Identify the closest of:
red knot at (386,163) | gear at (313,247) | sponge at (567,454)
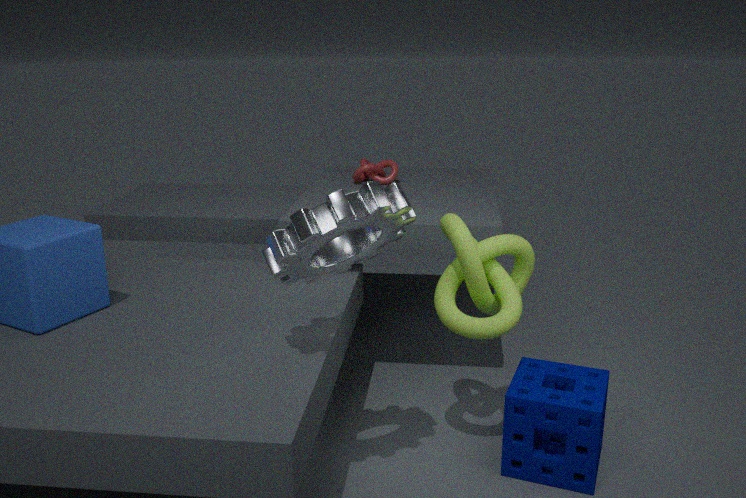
gear at (313,247)
